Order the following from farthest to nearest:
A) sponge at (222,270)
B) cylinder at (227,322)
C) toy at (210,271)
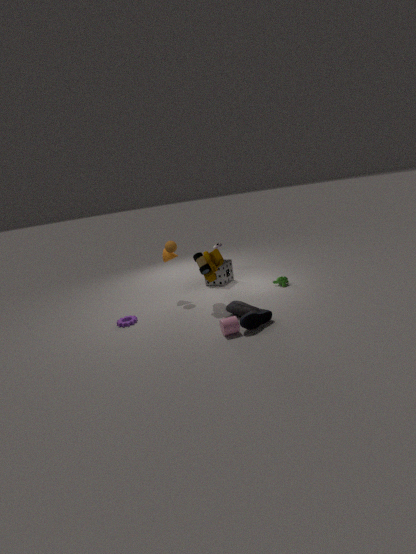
sponge at (222,270) < toy at (210,271) < cylinder at (227,322)
